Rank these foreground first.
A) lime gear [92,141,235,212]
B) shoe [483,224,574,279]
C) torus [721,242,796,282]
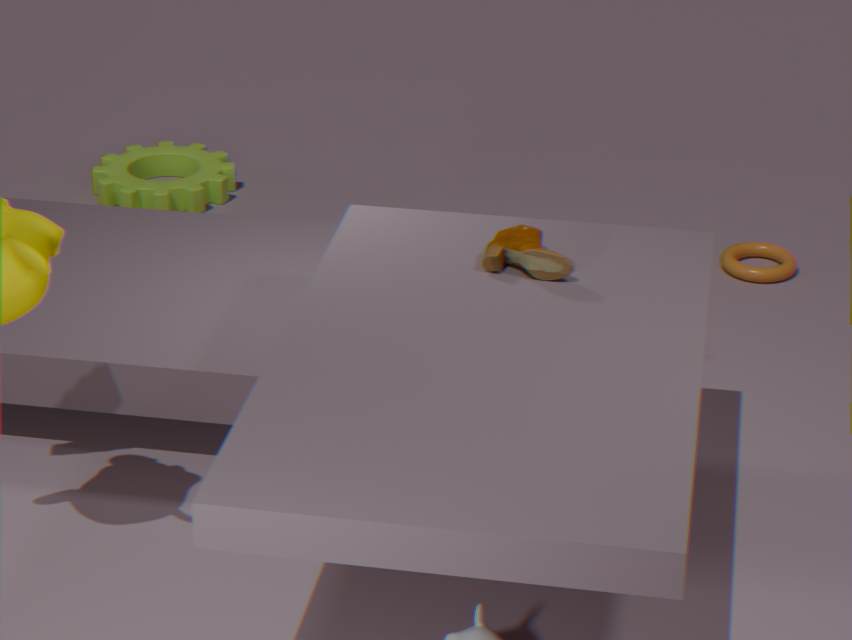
shoe [483,224,574,279], torus [721,242,796,282], lime gear [92,141,235,212]
